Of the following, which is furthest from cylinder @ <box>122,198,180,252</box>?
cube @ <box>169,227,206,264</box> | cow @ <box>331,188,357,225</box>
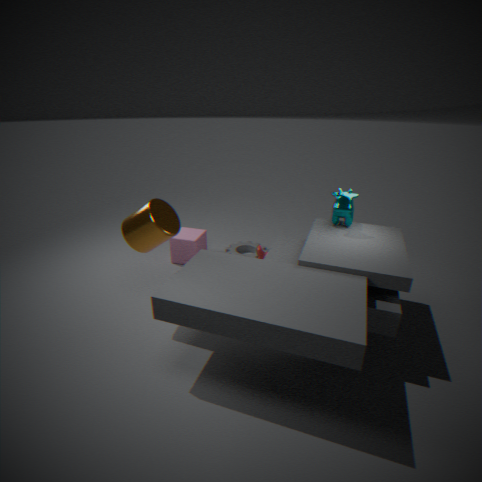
cow @ <box>331,188,357,225</box>
